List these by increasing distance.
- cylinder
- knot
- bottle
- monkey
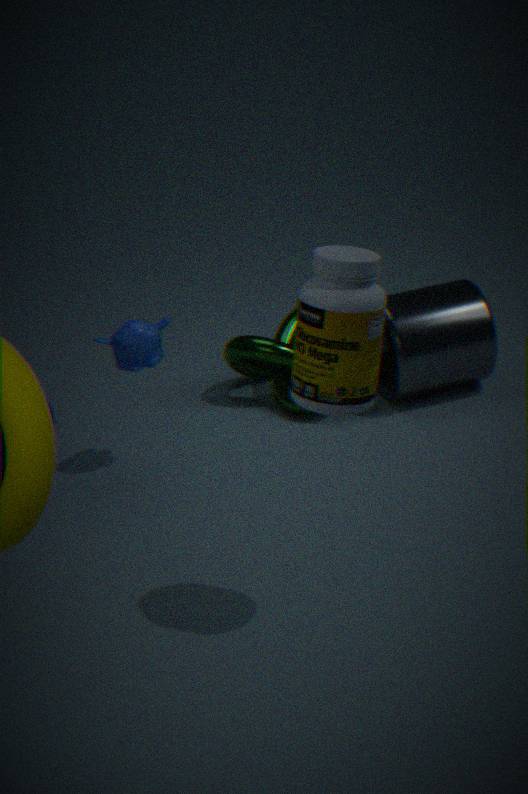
bottle, monkey, cylinder, knot
